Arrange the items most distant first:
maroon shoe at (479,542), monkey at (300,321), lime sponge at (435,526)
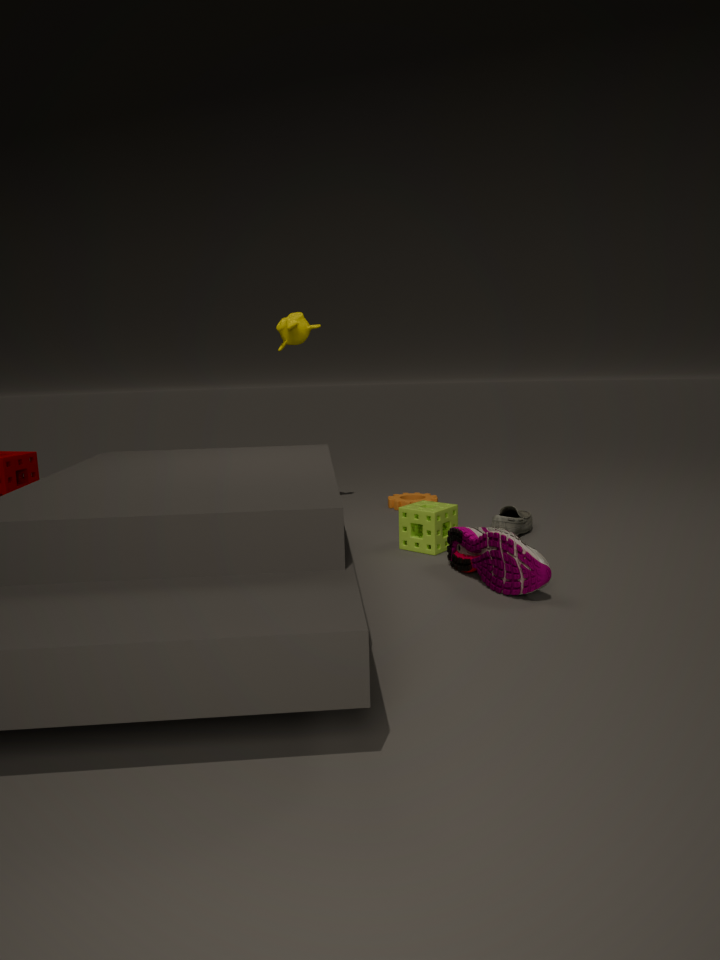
monkey at (300,321) → lime sponge at (435,526) → maroon shoe at (479,542)
